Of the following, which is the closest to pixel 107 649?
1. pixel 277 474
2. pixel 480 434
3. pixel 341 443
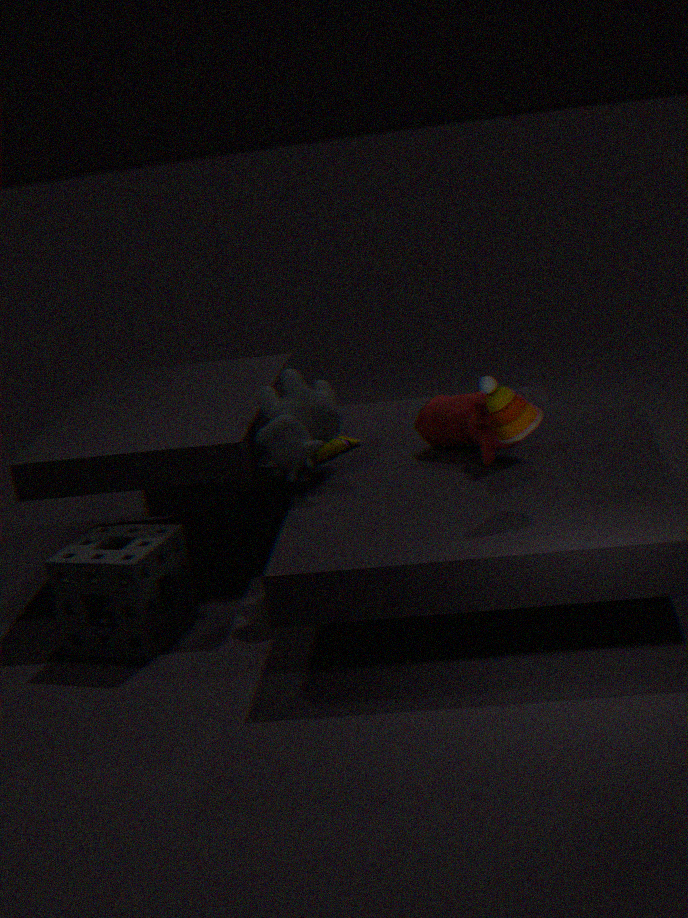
pixel 277 474
